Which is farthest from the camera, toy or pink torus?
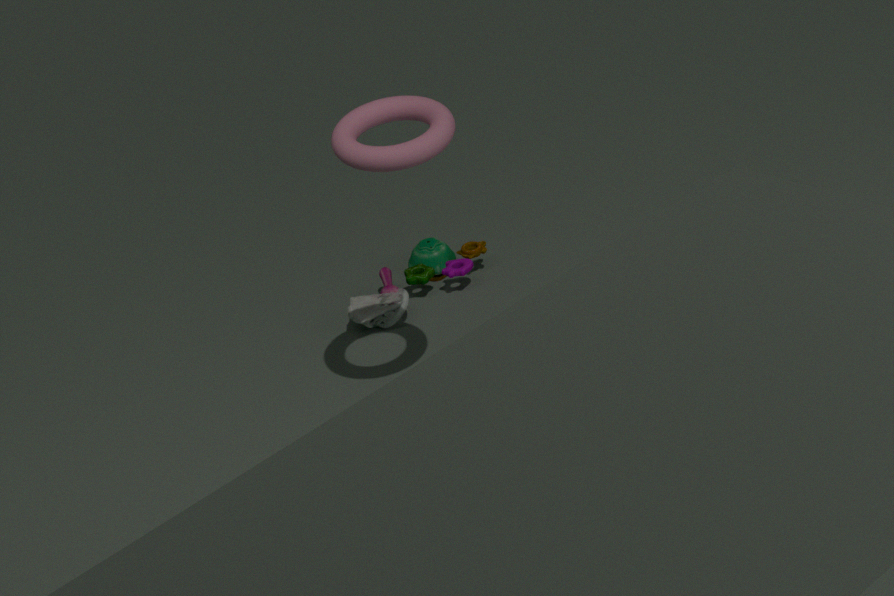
toy
